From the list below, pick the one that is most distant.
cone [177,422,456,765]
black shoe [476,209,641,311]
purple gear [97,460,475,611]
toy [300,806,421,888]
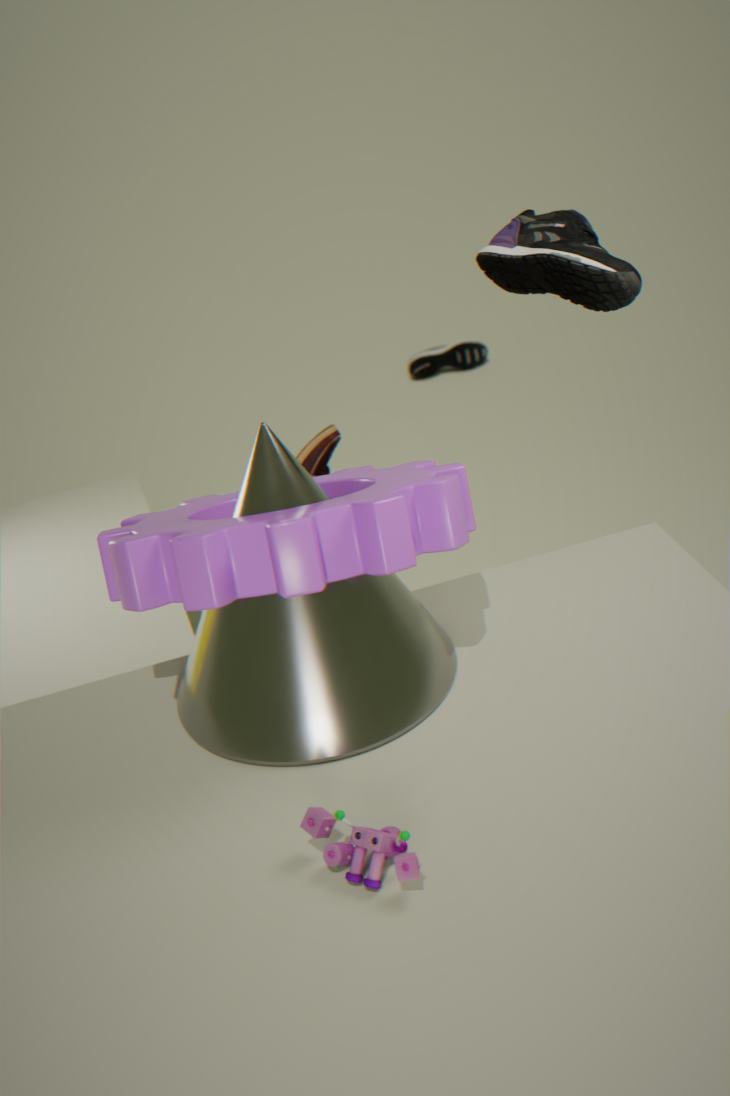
black shoe [476,209,641,311]
